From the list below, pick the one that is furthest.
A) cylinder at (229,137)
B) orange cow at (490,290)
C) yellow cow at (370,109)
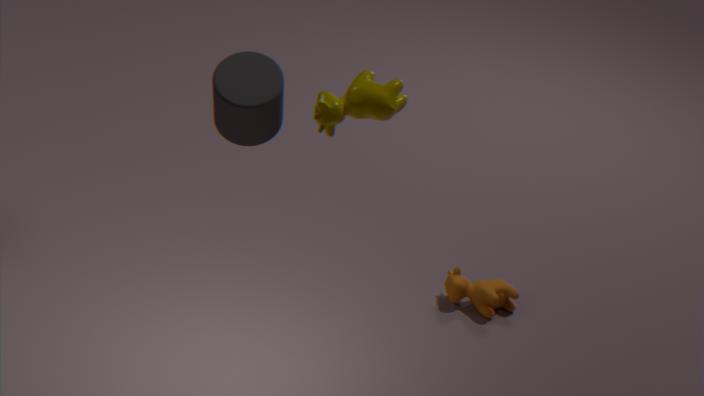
orange cow at (490,290)
